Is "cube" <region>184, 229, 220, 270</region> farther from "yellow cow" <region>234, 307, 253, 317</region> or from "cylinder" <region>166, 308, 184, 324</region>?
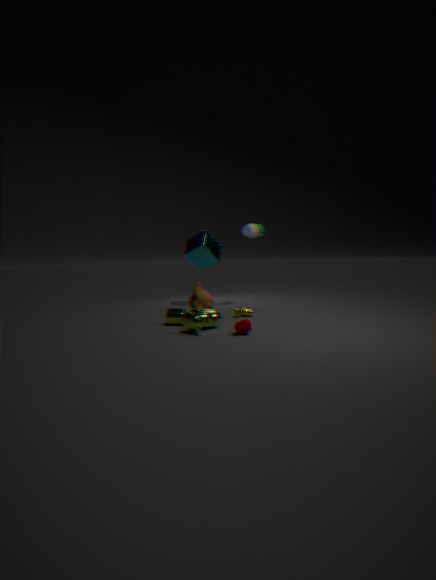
"cylinder" <region>166, 308, 184, 324</region>
